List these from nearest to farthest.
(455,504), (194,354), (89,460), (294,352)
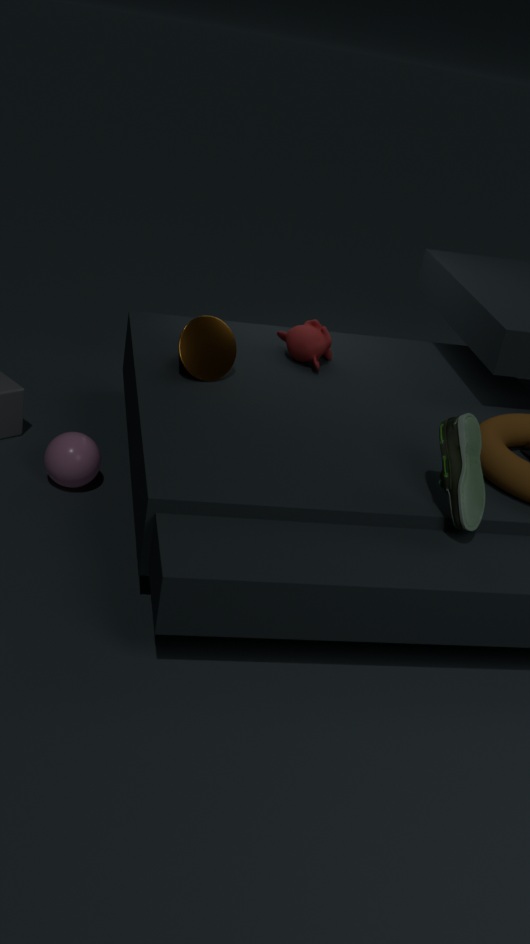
1. (455,504)
2. (89,460)
3. (194,354)
4. (294,352)
